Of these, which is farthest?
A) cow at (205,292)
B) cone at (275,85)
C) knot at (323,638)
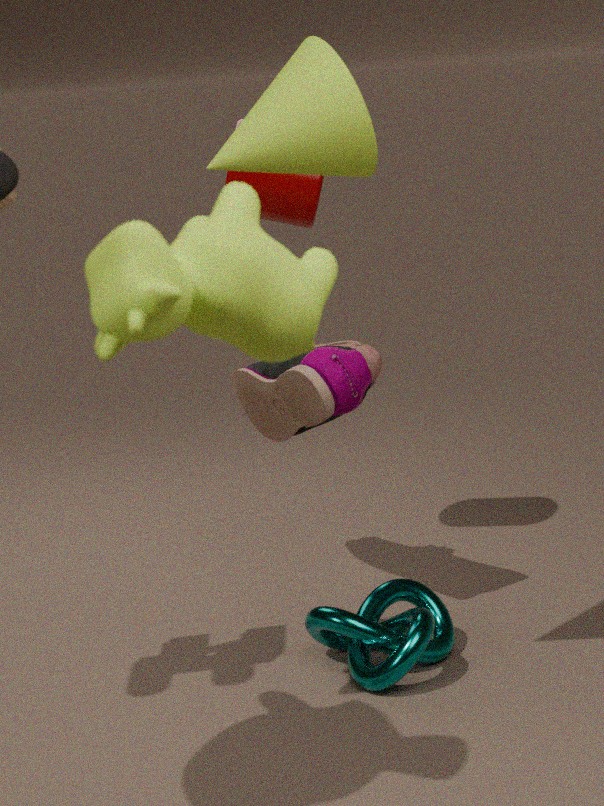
knot at (323,638)
